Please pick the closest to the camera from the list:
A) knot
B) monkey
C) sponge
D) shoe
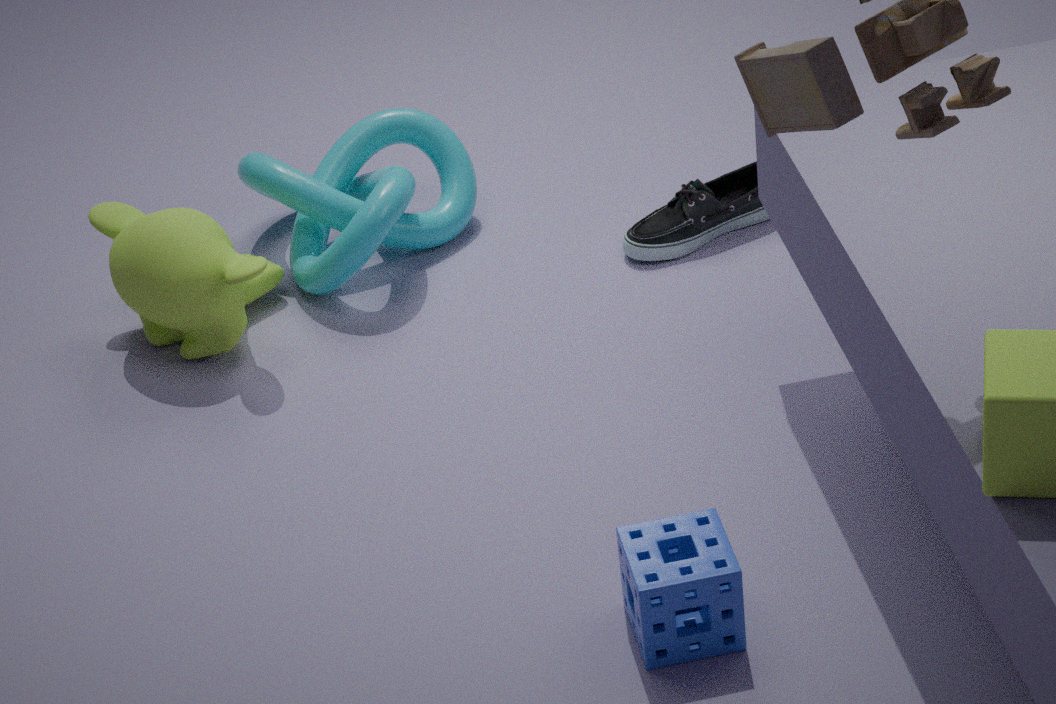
sponge
